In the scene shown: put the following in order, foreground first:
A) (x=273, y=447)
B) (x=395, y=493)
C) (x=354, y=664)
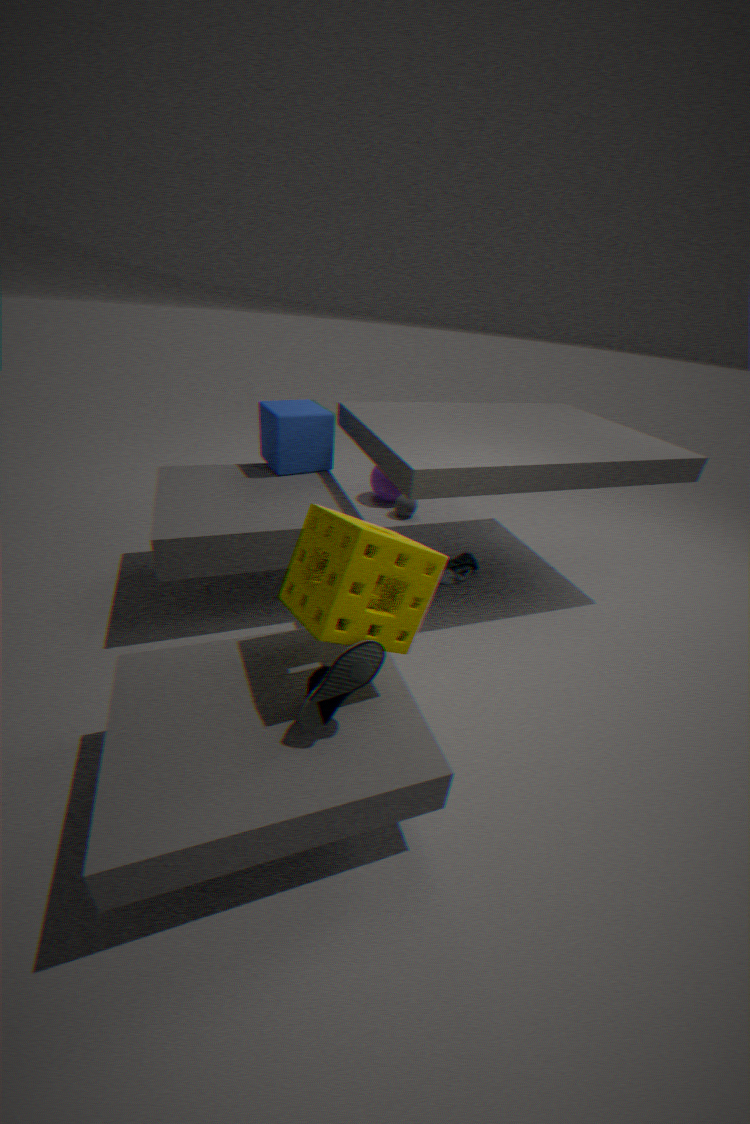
A: (x=354, y=664) < (x=273, y=447) < (x=395, y=493)
